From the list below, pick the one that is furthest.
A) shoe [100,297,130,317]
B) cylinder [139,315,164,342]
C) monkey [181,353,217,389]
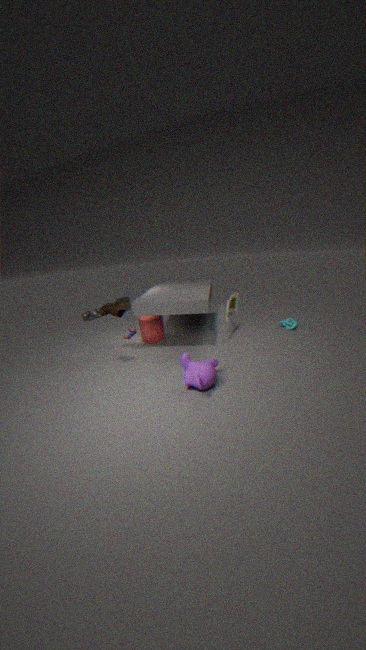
cylinder [139,315,164,342]
